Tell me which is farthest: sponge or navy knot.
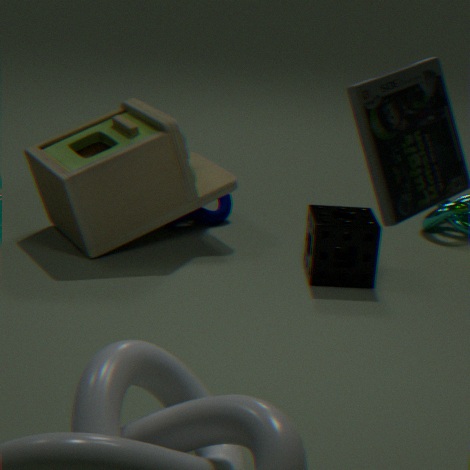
navy knot
